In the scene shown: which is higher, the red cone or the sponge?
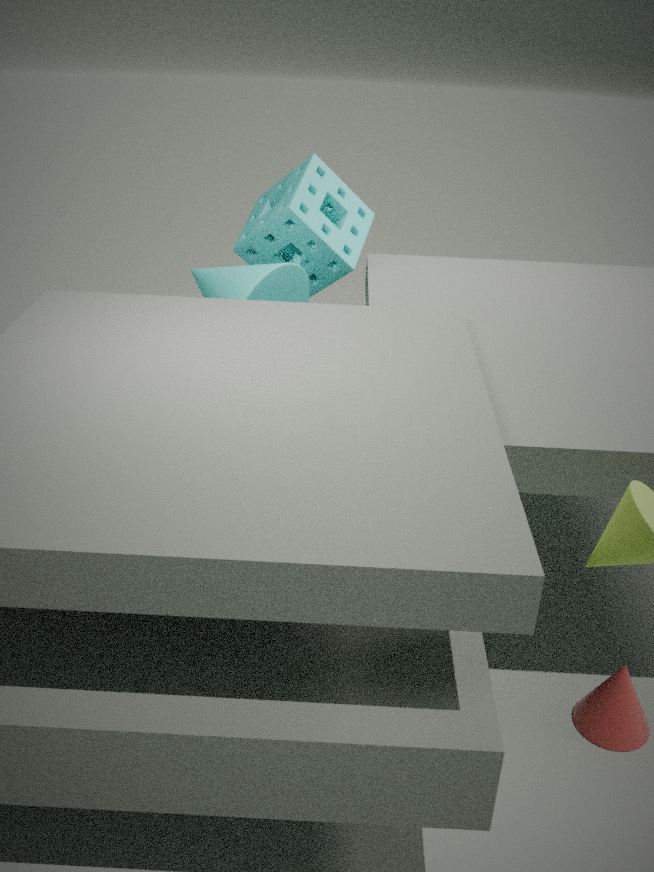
the sponge
